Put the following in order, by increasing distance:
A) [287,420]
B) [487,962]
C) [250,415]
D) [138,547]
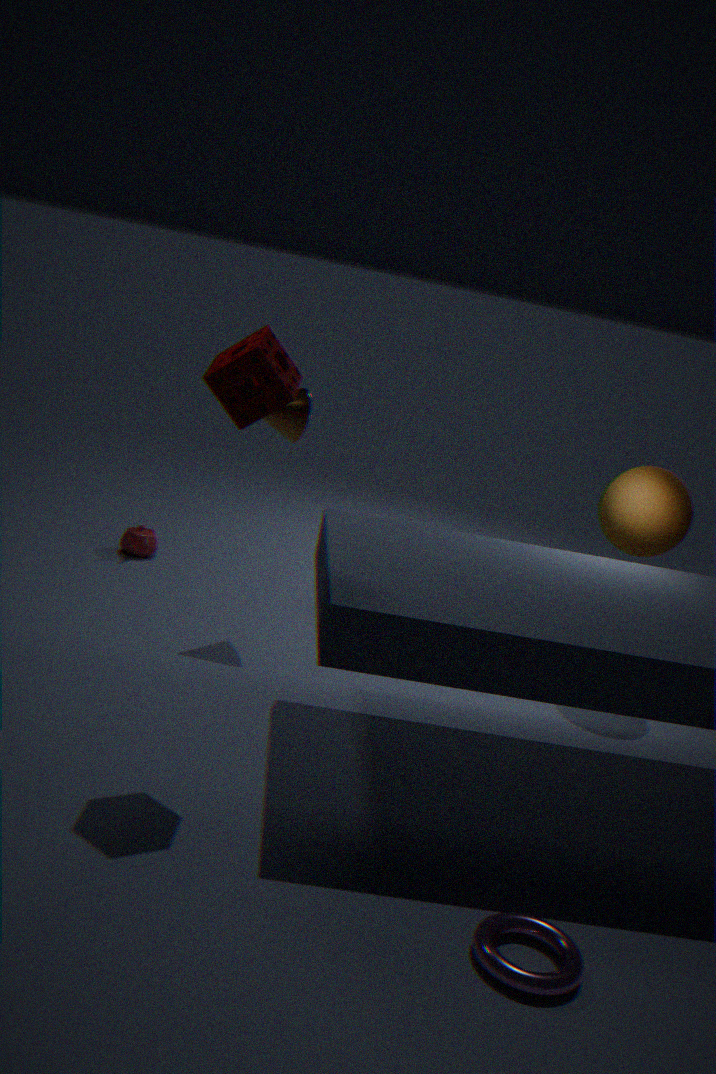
1. [487,962]
2. [250,415]
3. [287,420]
4. [138,547]
